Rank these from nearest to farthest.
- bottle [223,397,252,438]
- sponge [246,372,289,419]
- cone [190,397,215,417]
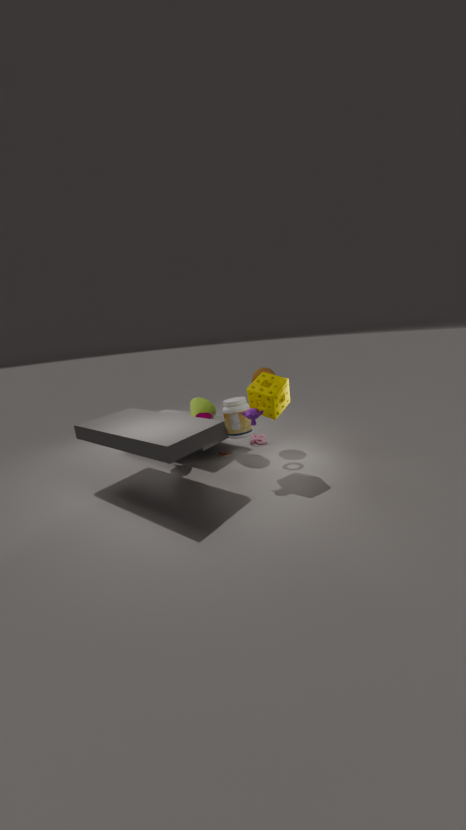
sponge [246,372,289,419]
bottle [223,397,252,438]
cone [190,397,215,417]
